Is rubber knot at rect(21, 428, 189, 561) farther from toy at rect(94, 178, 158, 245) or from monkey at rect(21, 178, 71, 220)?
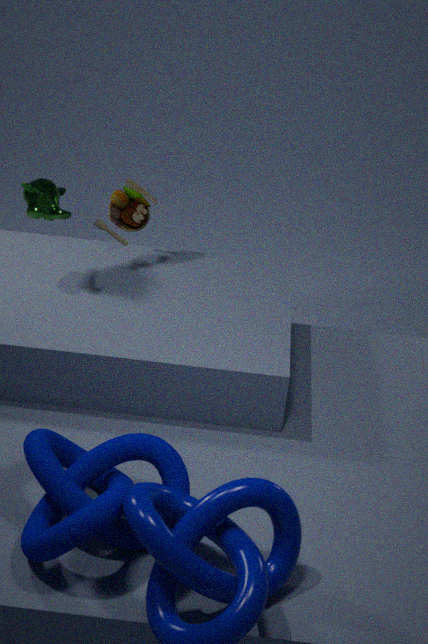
toy at rect(94, 178, 158, 245)
